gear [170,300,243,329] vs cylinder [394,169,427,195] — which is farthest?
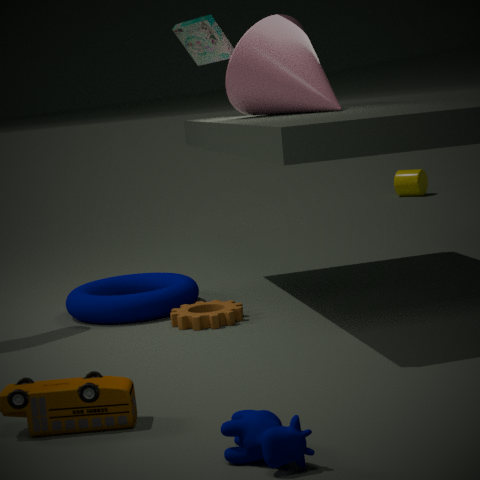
cylinder [394,169,427,195]
